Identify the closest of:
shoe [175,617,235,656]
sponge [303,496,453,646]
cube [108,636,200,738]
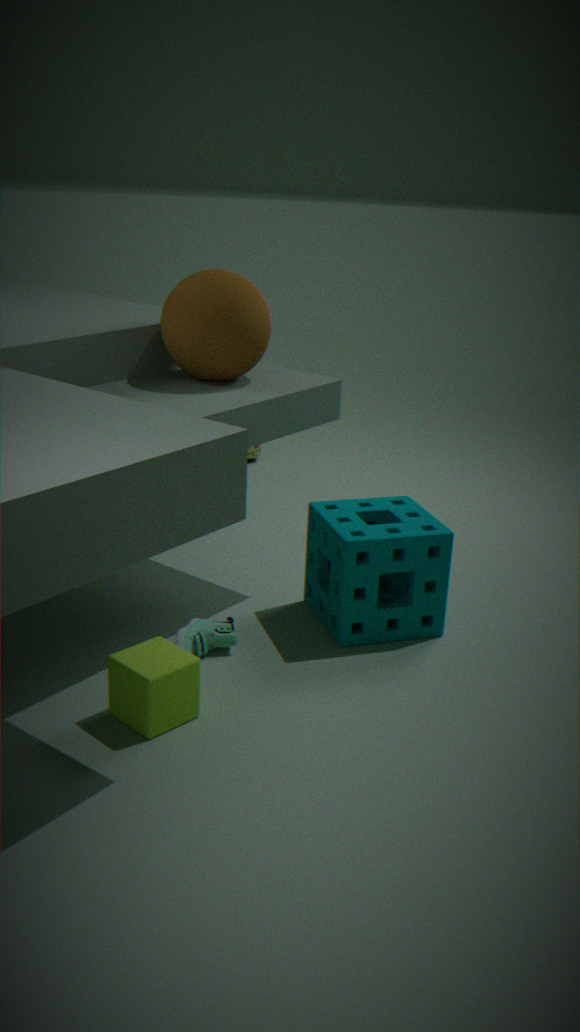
cube [108,636,200,738]
